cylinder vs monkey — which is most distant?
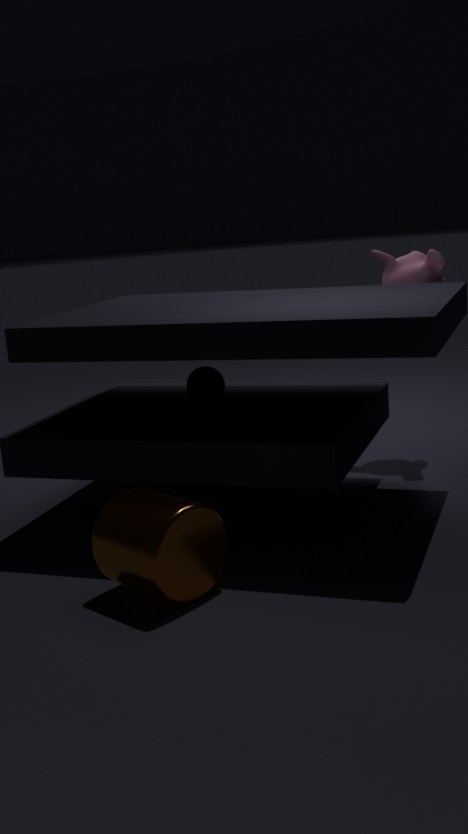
monkey
